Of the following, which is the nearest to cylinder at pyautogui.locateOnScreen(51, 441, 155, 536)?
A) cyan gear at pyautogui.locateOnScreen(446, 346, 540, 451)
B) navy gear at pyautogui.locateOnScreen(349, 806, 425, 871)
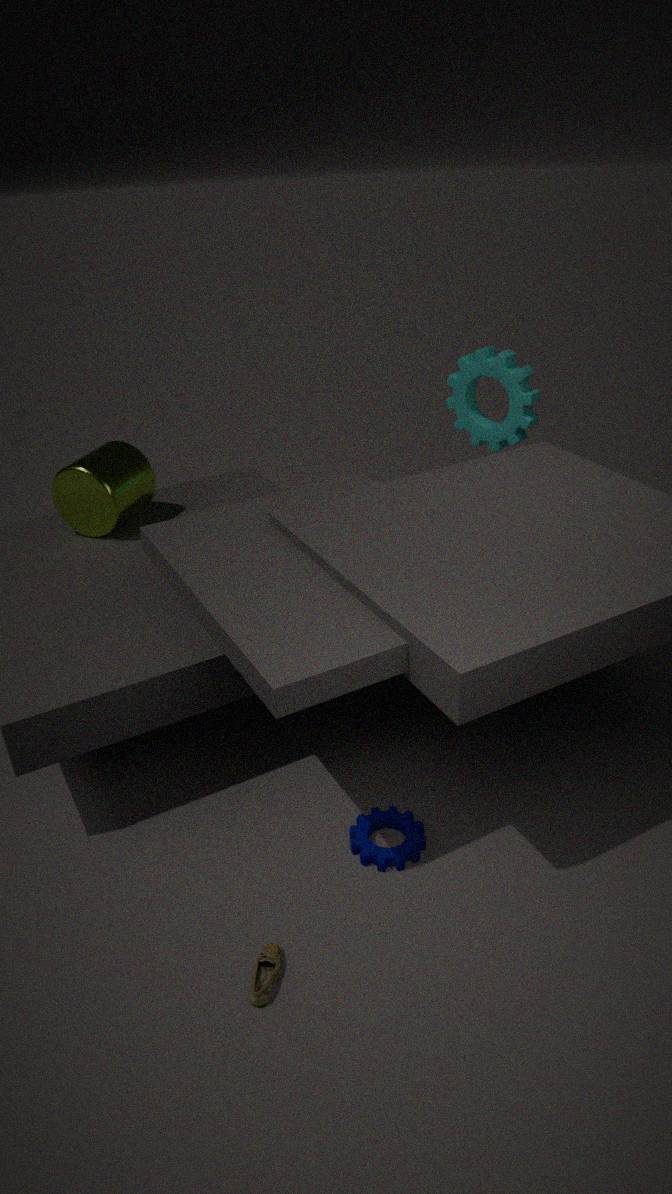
cyan gear at pyautogui.locateOnScreen(446, 346, 540, 451)
